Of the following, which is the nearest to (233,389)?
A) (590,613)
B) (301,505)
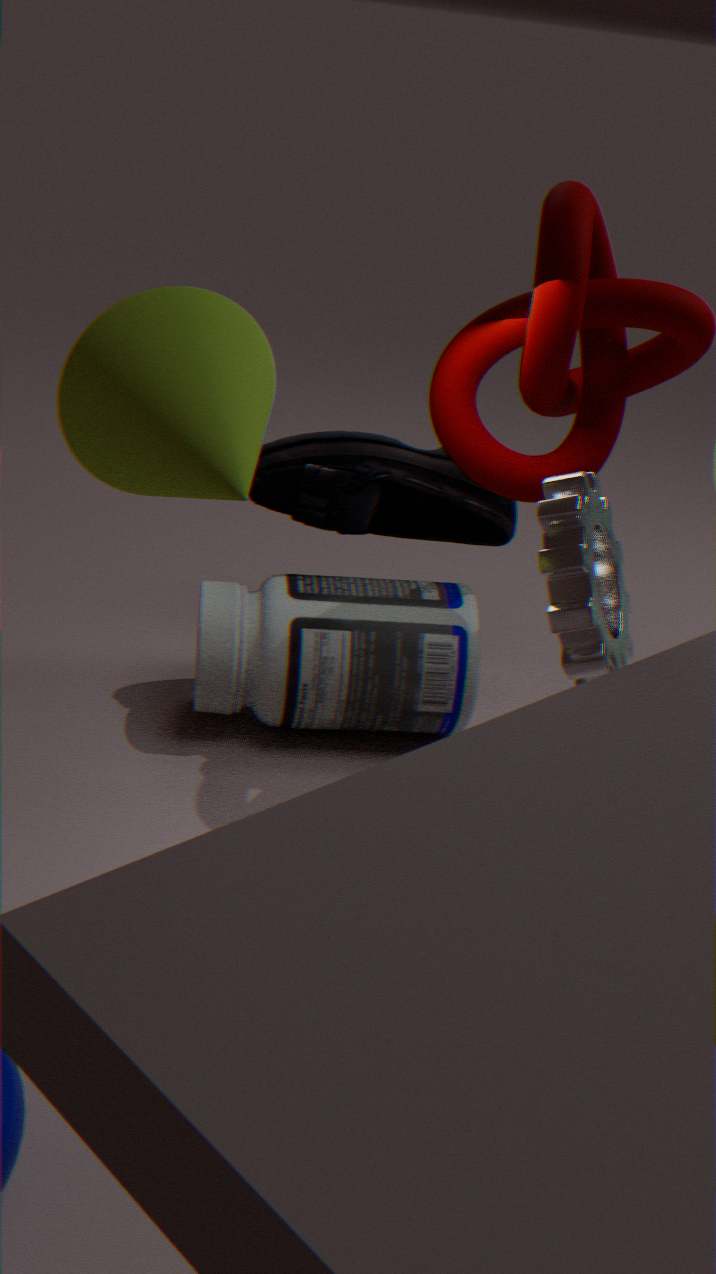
(590,613)
